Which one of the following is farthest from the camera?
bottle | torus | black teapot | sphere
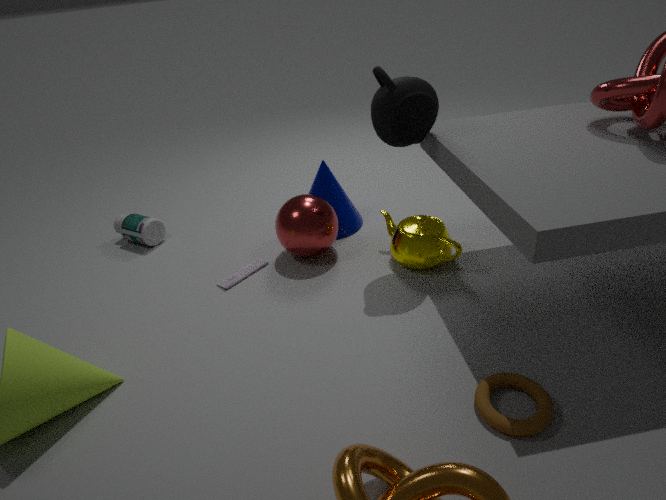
bottle
